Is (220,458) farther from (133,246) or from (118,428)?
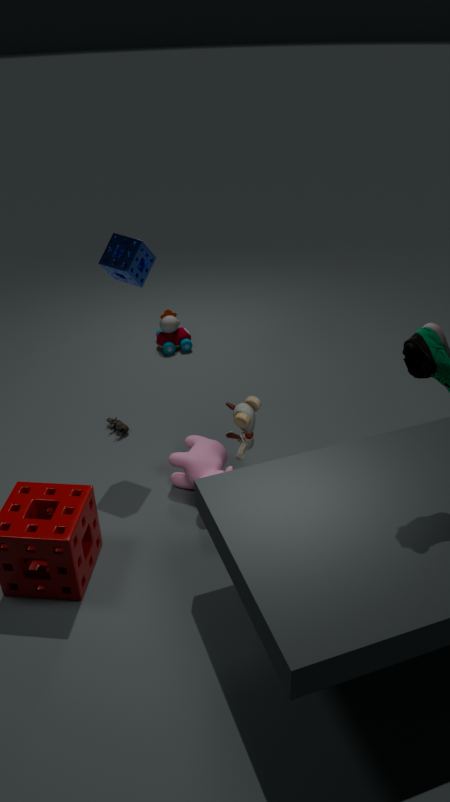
(133,246)
